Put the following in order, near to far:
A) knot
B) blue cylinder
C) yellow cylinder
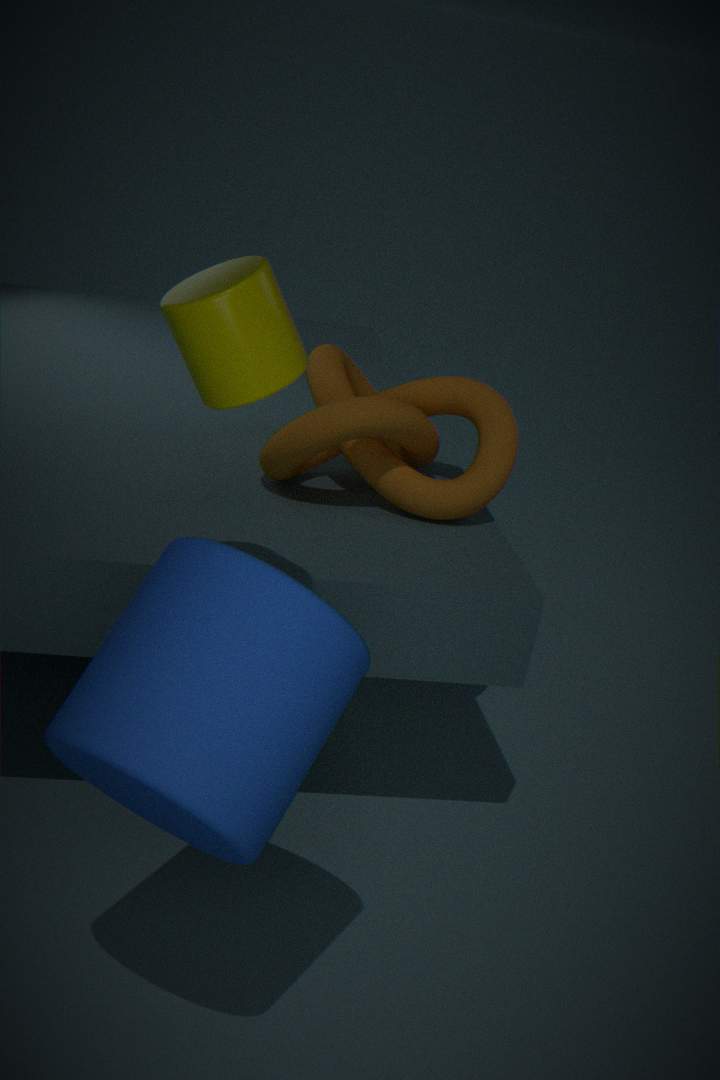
1. blue cylinder
2. yellow cylinder
3. knot
